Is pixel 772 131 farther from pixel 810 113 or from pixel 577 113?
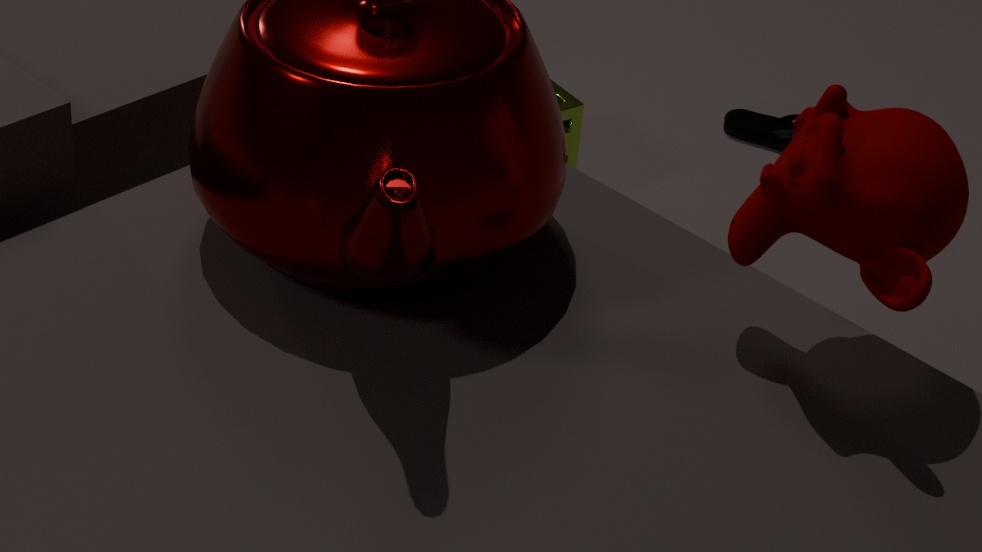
pixel 810 113
